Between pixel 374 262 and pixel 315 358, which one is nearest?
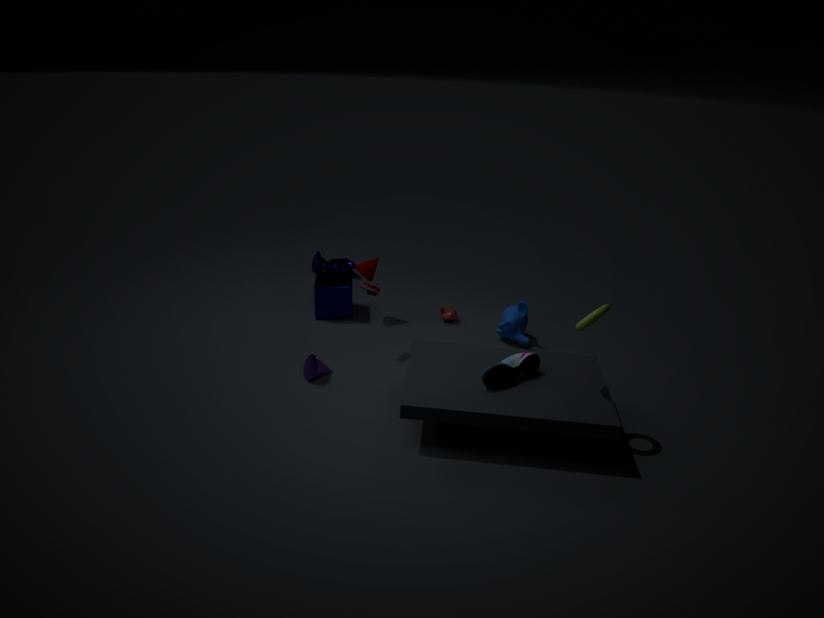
pixel 315 358
